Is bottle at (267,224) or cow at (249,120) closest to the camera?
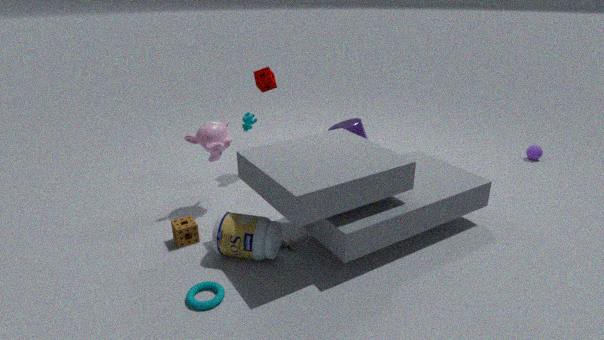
bottle at (267,224)
